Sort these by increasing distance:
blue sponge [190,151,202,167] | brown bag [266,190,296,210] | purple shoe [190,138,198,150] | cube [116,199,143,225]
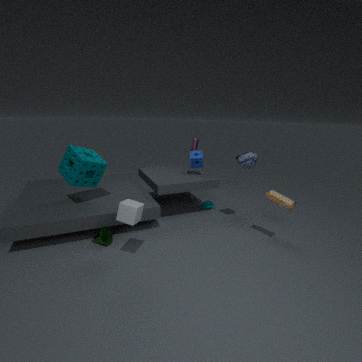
cube [116,199,143,225] → brown bag [266,190,296,210] → blue sponge [190,151,202,167] → purple shoe [190,138,198,150]
